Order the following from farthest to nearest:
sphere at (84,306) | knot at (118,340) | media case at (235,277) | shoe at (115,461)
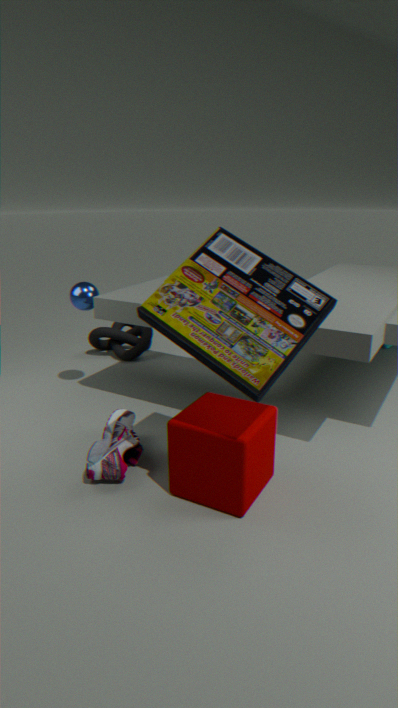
knot at (118,340), sphere at (84,306), shoe at (115,461), media case at (235,277)
